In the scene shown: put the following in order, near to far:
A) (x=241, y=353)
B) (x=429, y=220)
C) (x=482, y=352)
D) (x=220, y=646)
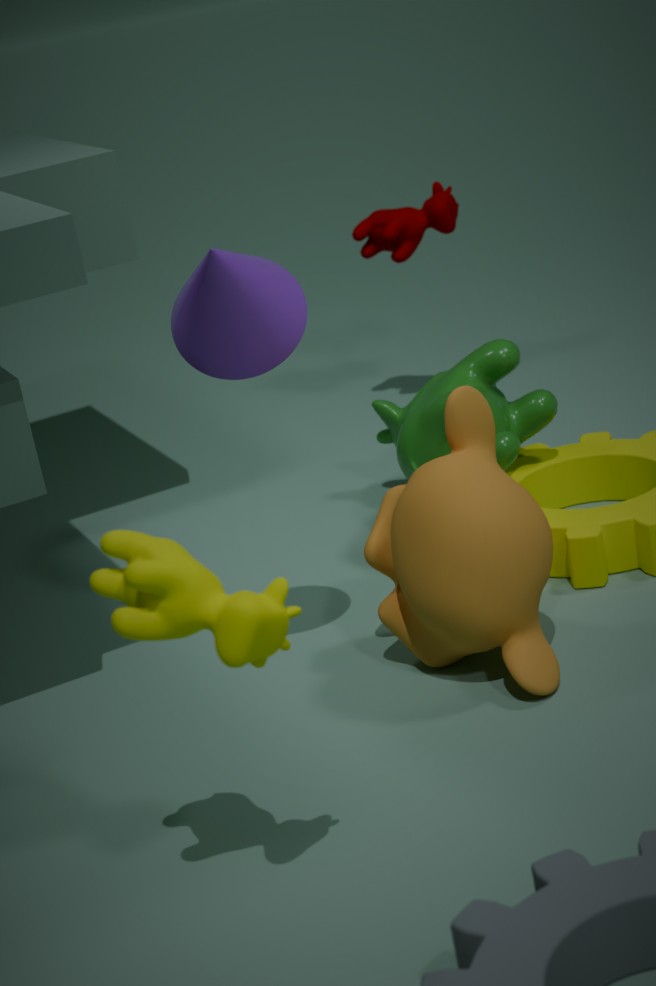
(x=220, y=646), (x=241, y=353), (x=482, y=352), (x=429, y=220)
